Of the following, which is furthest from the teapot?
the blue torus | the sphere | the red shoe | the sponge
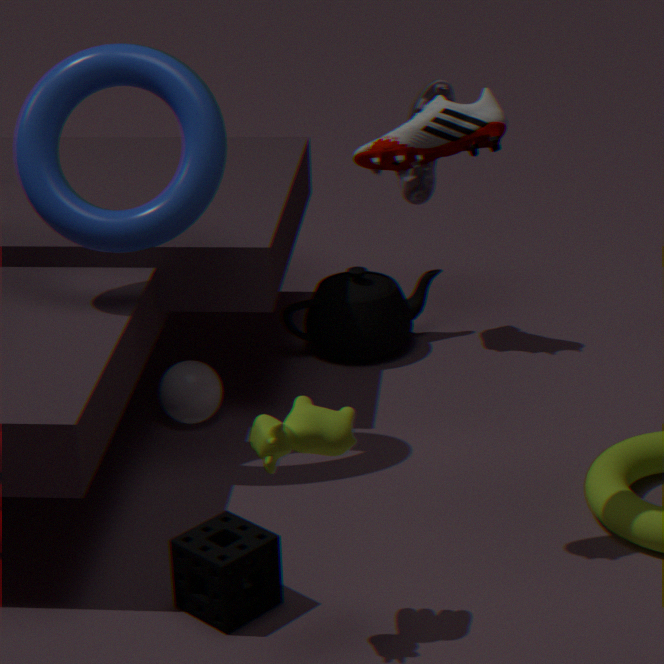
the red shoe
